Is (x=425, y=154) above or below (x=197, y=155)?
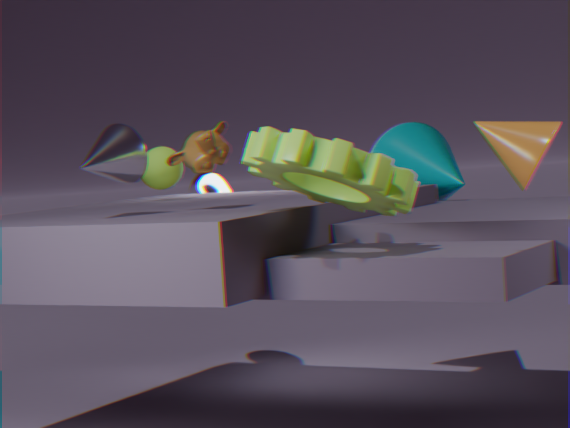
below
